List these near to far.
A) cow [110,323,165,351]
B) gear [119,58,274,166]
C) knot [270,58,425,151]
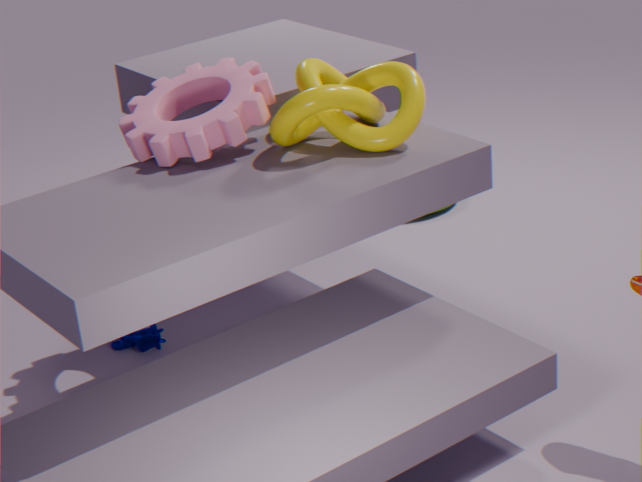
knot [270,58,425,151]
gear [119,58,274,166]
cow [110,323,165,351]
